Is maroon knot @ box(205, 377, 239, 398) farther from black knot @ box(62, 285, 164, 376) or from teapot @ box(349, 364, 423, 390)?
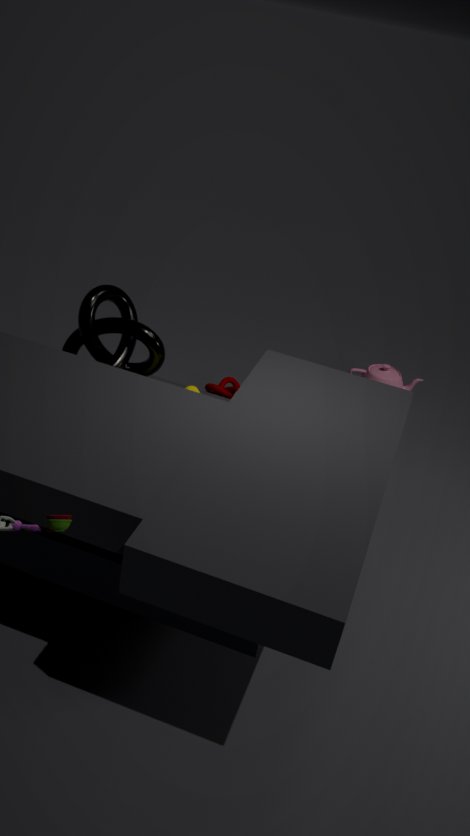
black knot @ box(62, 285, 164, 376)
